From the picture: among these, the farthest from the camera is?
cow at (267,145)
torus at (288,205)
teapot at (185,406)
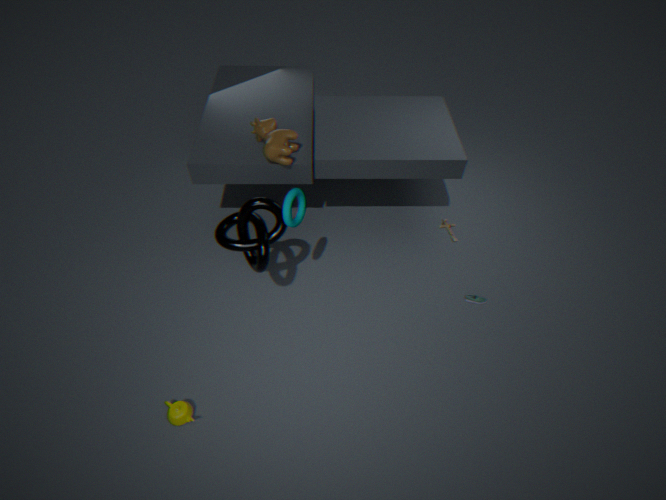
cow at (267,145)
